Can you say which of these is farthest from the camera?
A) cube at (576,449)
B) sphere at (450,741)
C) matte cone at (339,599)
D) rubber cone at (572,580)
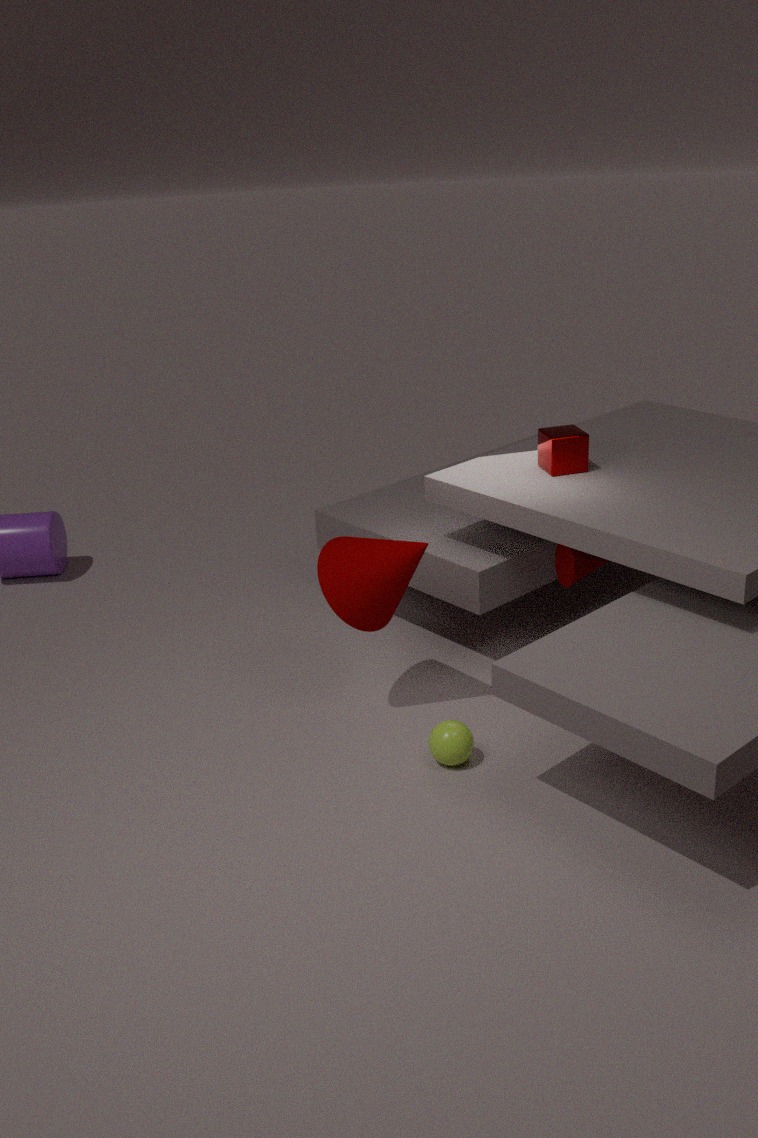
cube at (576,449)
